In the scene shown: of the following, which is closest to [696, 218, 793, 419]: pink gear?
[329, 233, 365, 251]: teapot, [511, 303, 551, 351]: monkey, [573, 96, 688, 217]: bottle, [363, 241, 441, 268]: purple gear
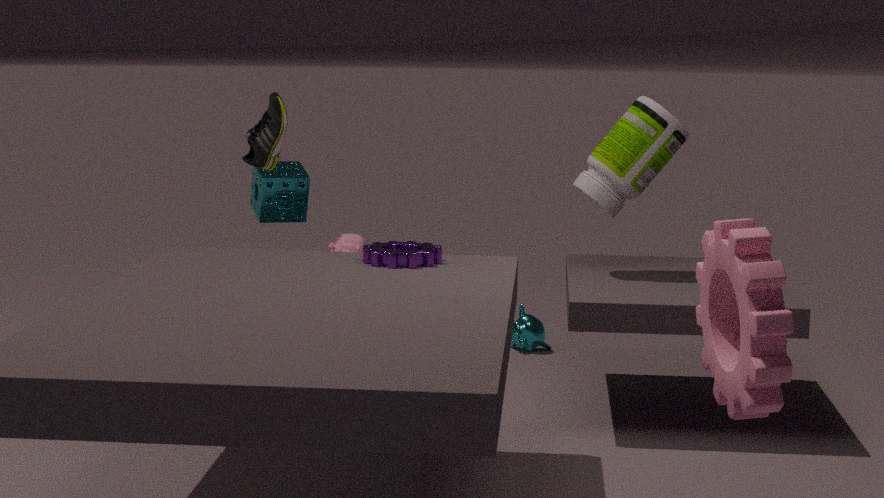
[363, 241, 441, 268]: purple gear
